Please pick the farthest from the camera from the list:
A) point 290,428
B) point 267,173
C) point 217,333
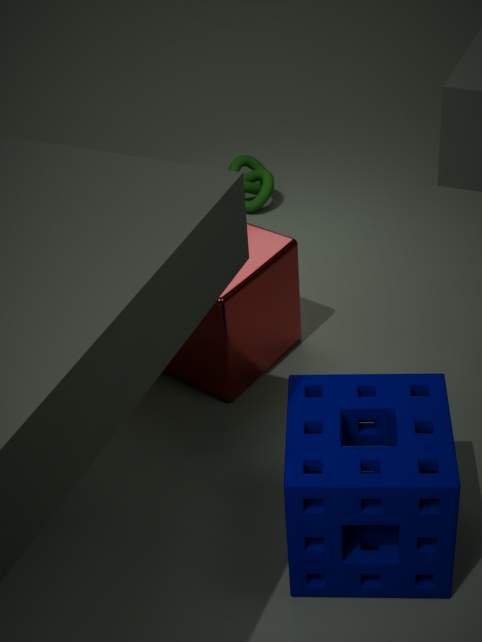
point 267,173
